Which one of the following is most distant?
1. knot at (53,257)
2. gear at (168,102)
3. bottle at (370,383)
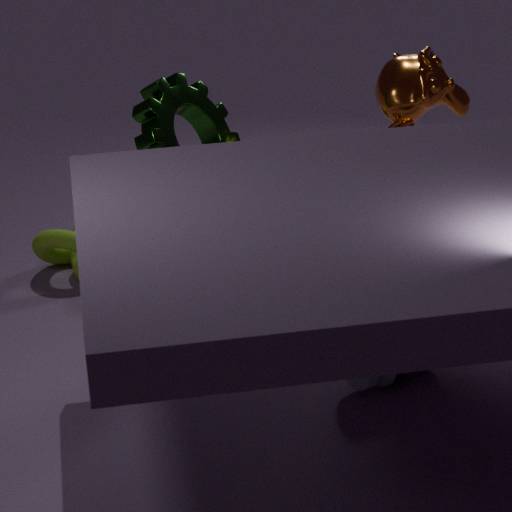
knot at (53,257)
